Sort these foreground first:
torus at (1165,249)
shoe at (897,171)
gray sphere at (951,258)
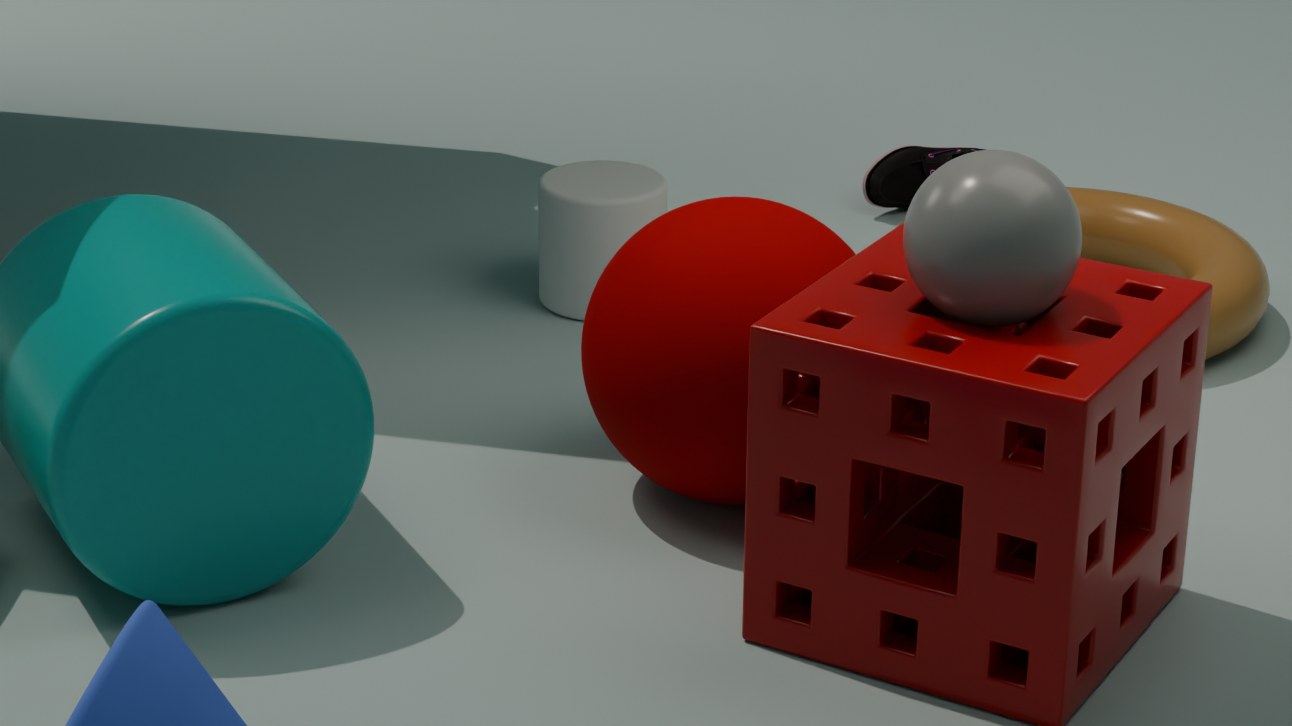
gray sphere at (951,258) < torus at (1165,249) < shoe at (897,171)
